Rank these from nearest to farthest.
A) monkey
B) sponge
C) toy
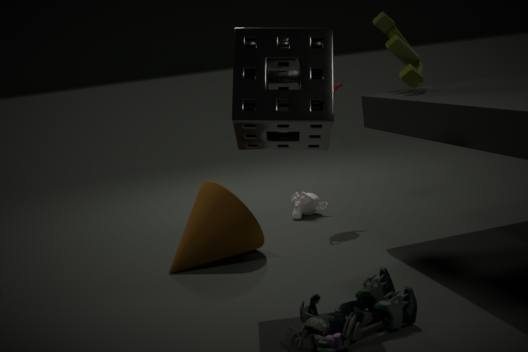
sponge → toy → monkey
